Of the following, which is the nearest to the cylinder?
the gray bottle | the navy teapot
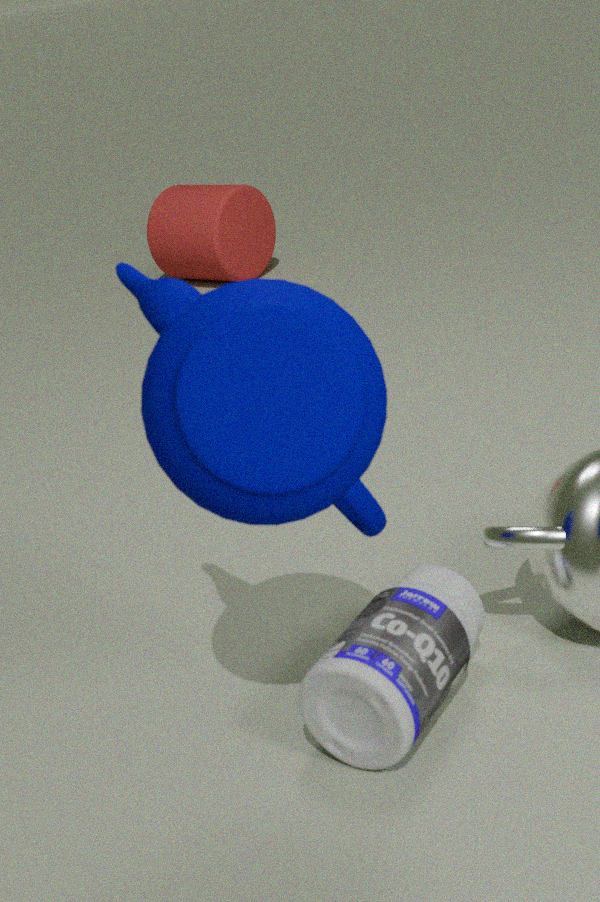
the gray bottle
